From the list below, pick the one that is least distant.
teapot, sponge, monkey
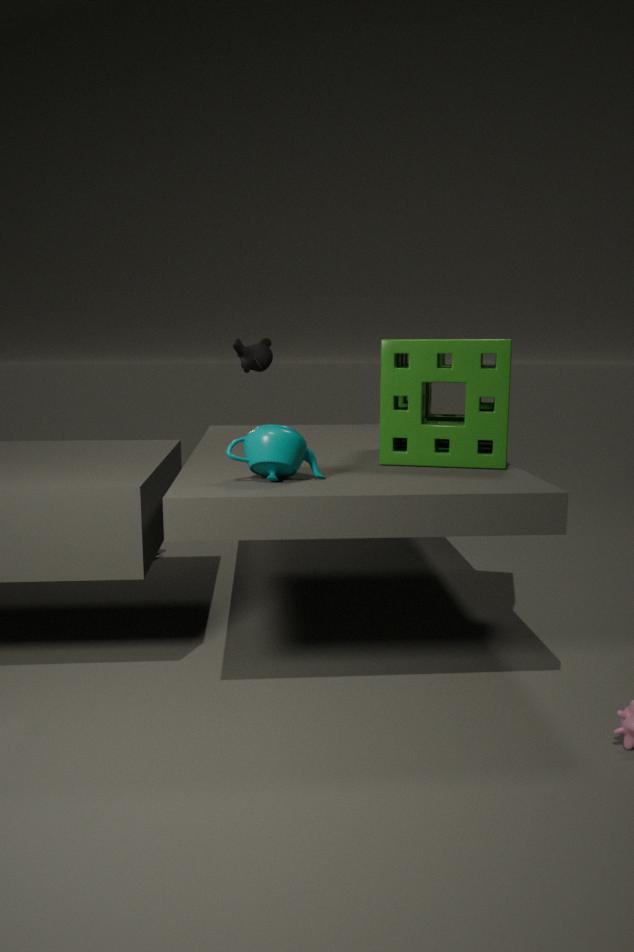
teapot
